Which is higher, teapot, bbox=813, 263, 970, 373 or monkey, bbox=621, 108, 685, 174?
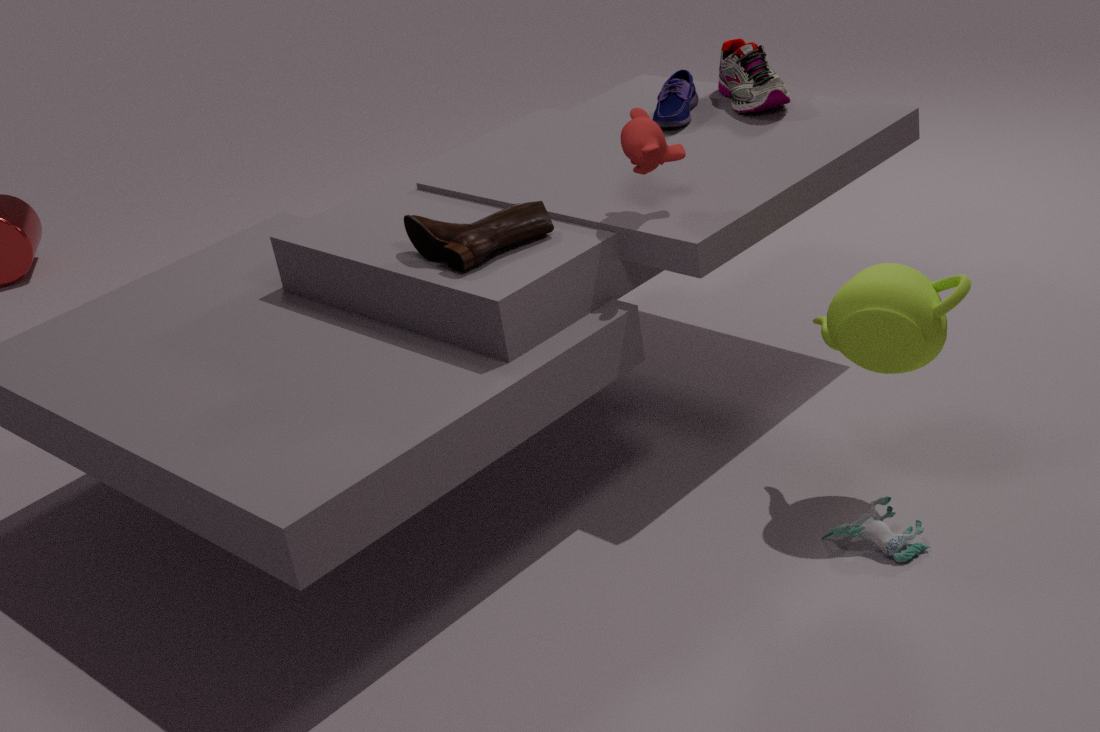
monkey, bbox=621, 108, 685, 174
